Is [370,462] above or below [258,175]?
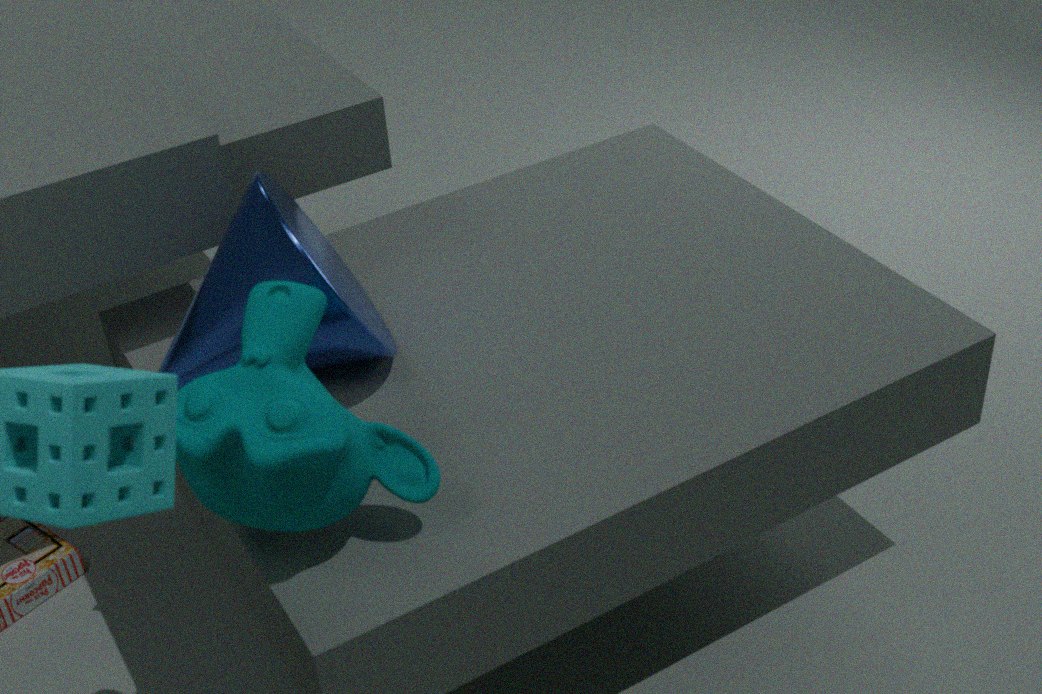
above
